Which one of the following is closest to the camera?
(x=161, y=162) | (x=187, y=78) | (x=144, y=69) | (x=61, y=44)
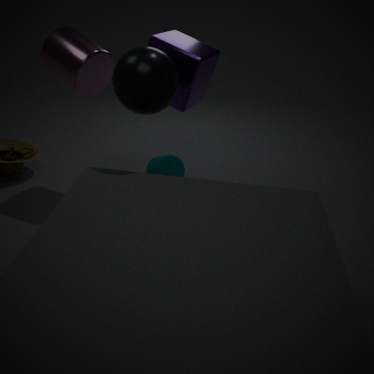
(x=144, y=69)
